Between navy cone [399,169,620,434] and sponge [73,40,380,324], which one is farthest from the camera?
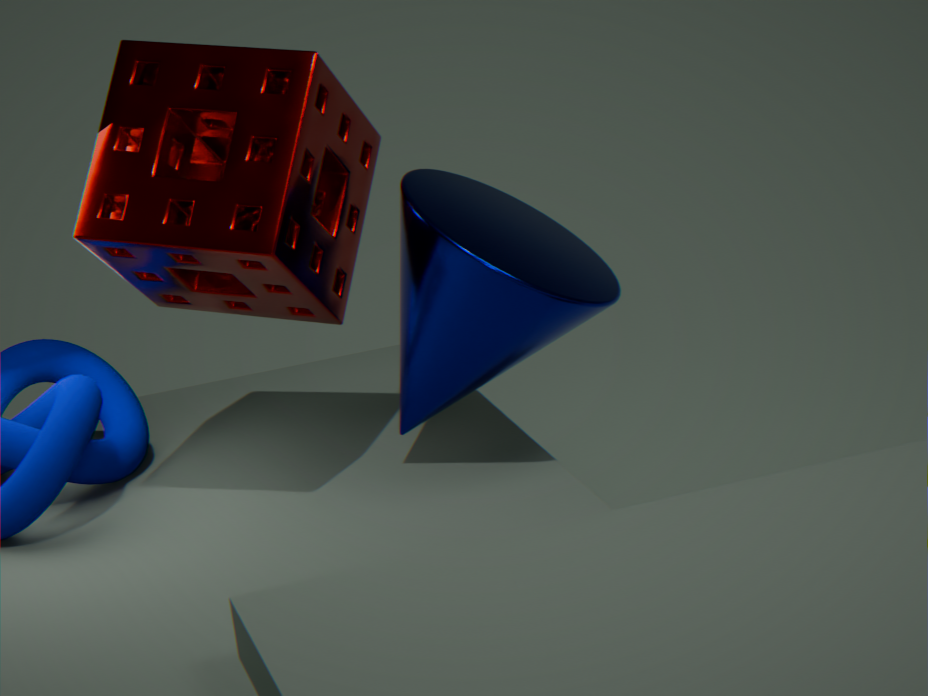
navy cone [399,169,620,434]
